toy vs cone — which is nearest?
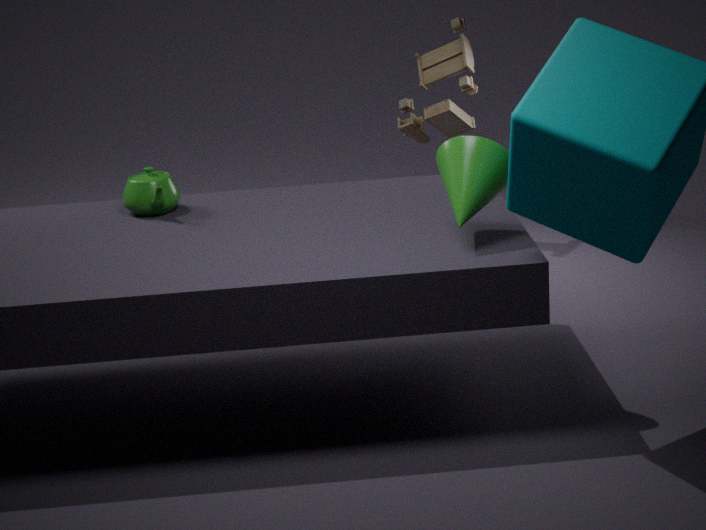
cone
